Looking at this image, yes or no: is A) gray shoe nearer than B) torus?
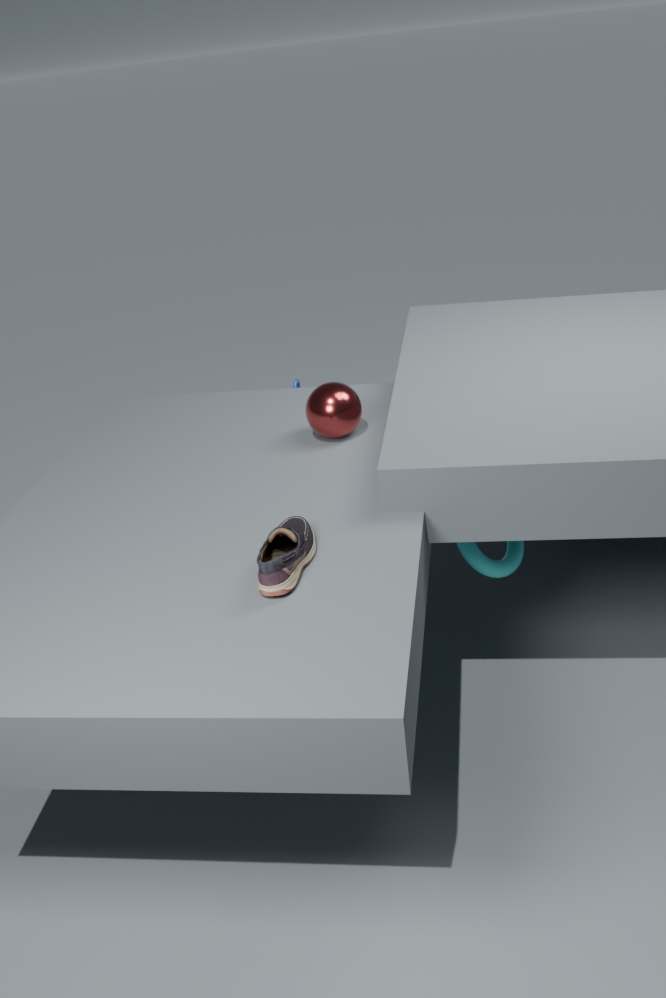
Yes
